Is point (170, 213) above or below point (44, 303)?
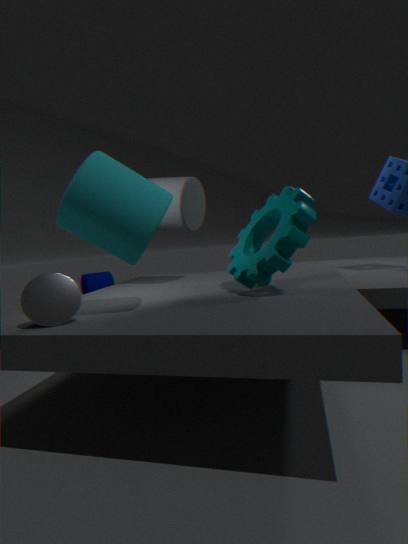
above
